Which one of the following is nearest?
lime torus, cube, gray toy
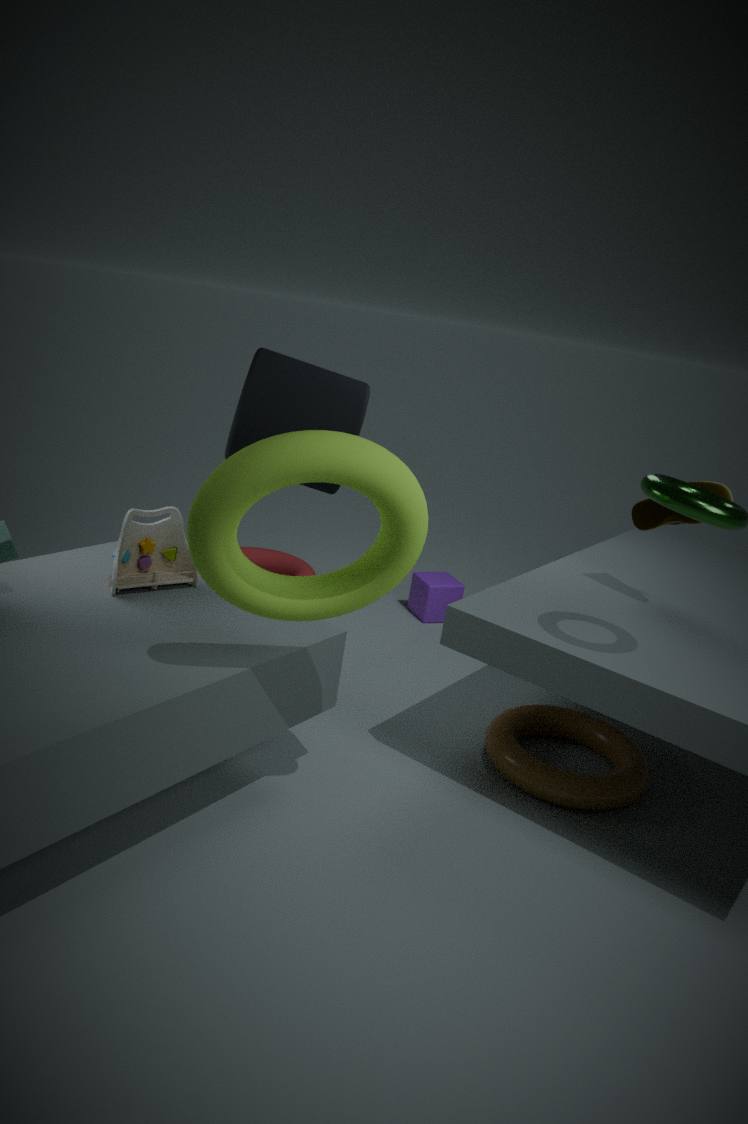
lime torus
